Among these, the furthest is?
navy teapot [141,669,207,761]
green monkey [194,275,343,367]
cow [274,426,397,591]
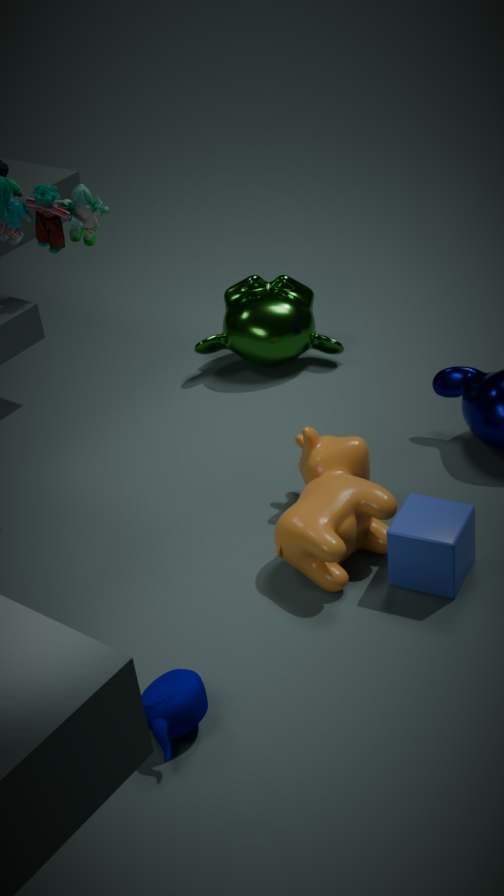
green monkey [194,275,343,367]
